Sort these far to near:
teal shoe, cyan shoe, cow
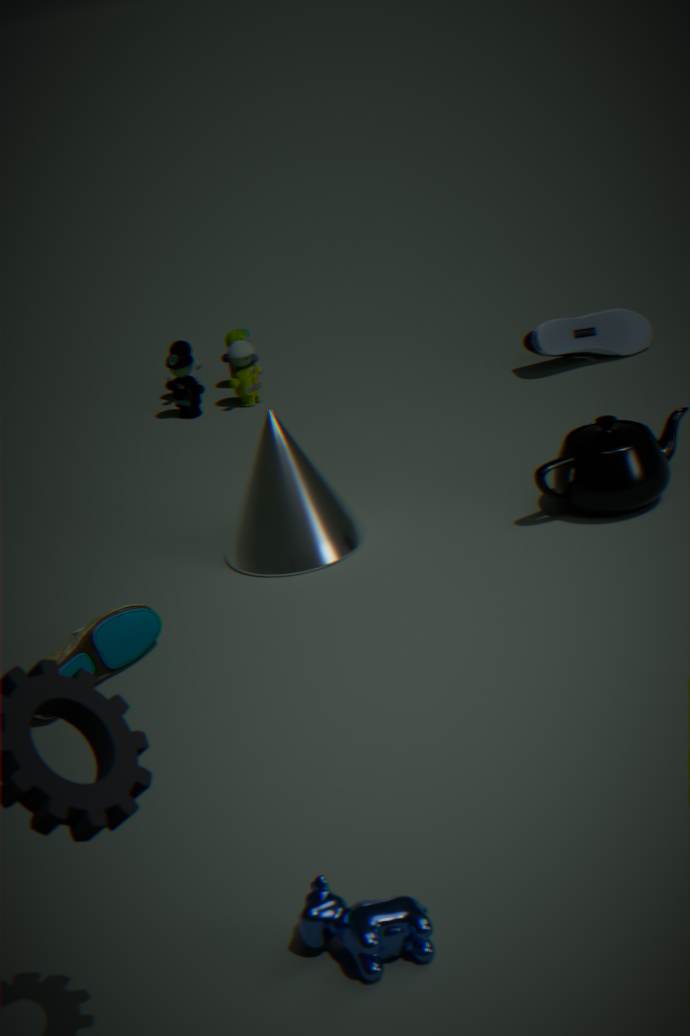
cyan shoe → teal shoe → cow
